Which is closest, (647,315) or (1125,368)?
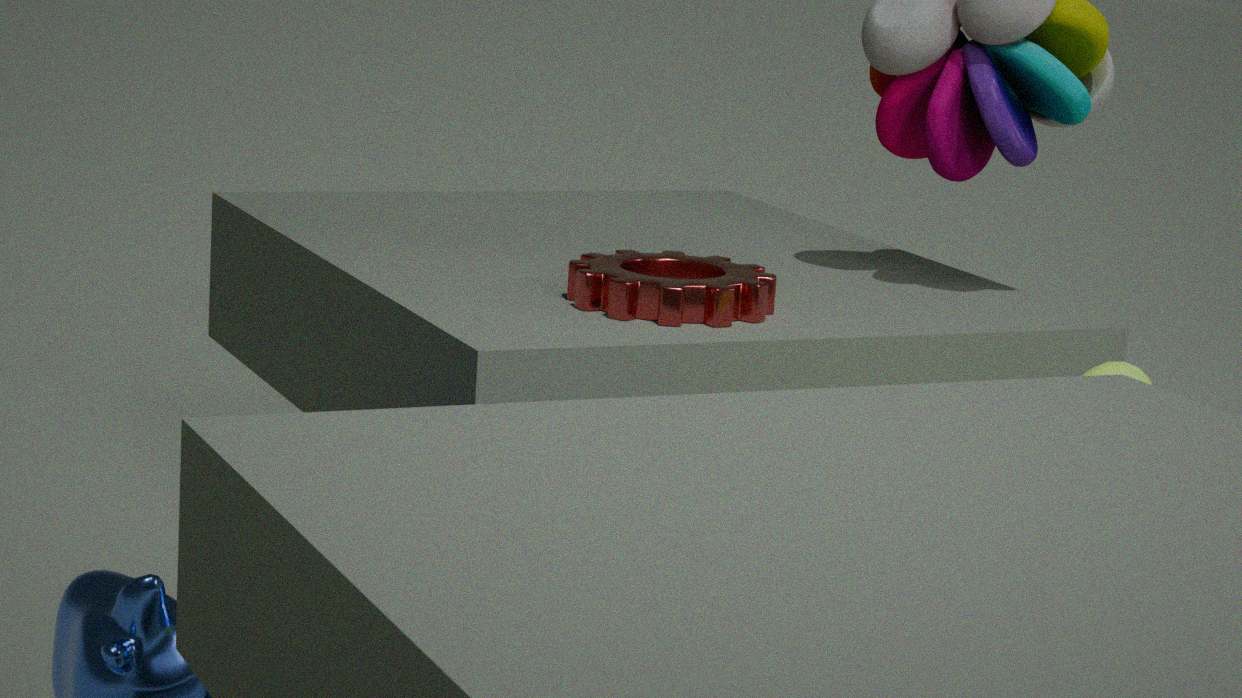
(1125,368)
